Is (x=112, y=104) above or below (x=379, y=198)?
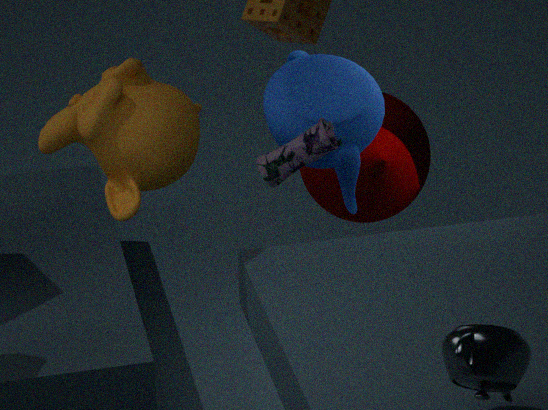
above
